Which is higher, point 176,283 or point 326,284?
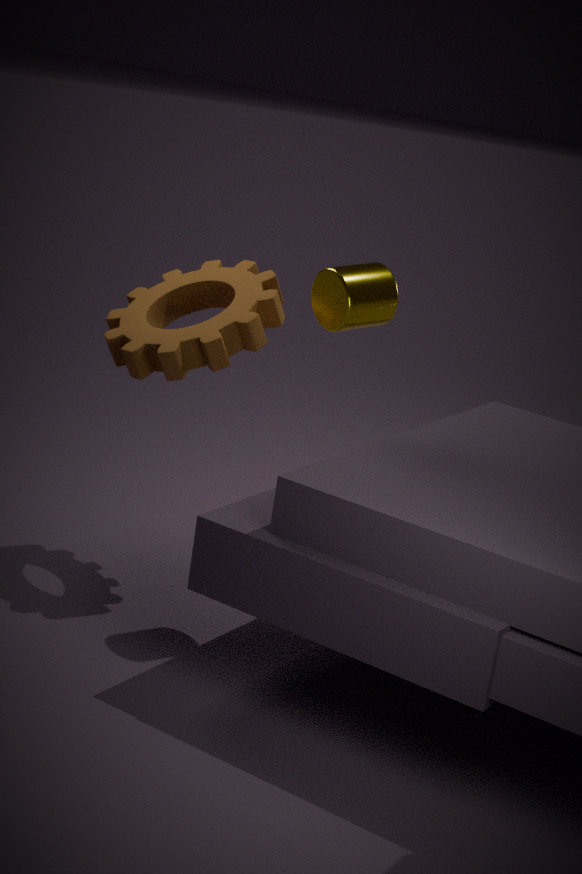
point 326,284
